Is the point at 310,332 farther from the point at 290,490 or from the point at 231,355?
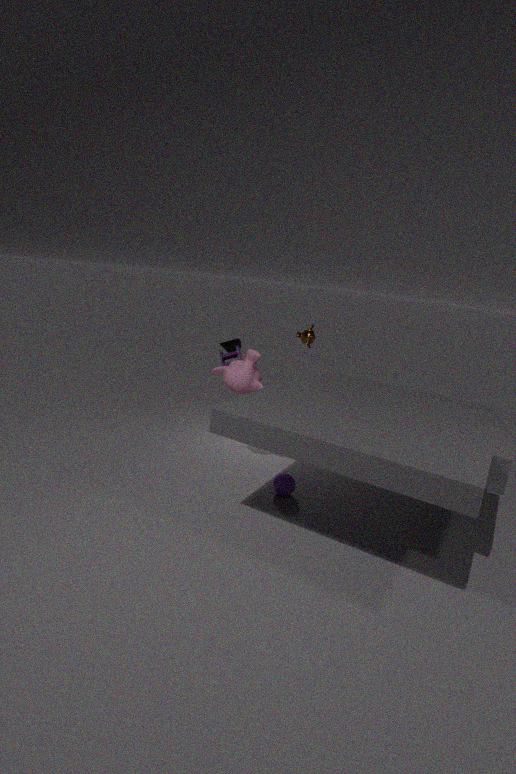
the point at 290,490
